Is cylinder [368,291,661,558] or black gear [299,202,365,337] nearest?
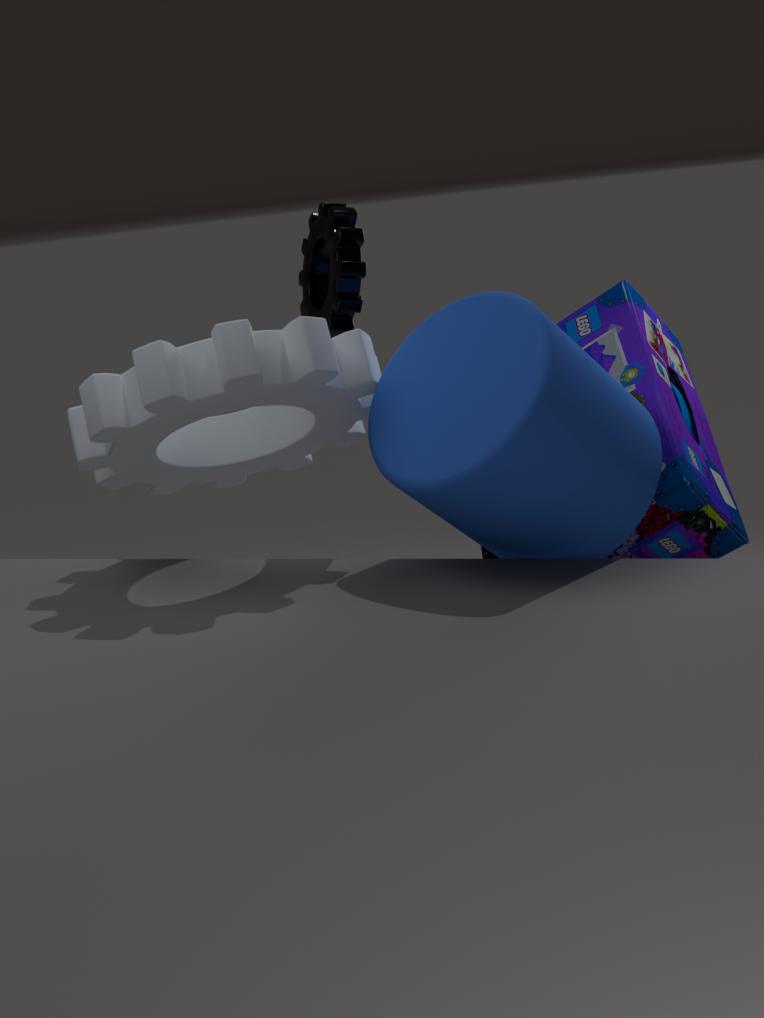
cylinder [368,291,661,558]
